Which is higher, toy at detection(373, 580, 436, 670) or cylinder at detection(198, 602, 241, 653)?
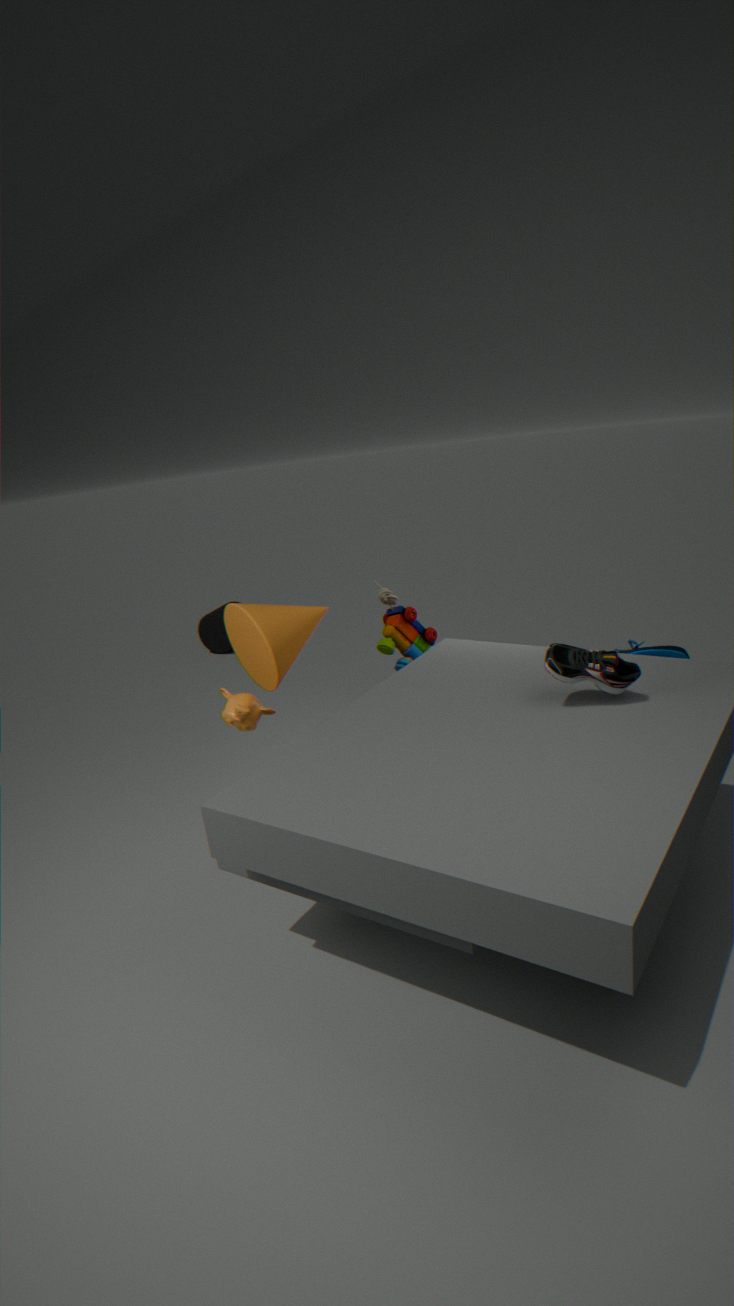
toy at detection(373, 580, 436, 670)
